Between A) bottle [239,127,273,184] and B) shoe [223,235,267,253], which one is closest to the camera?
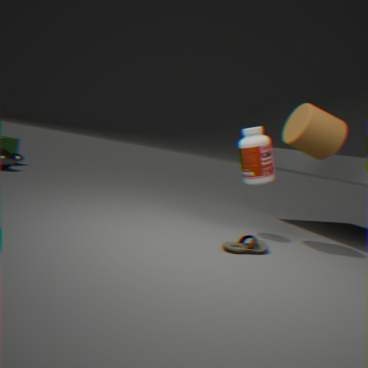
B. shoe [223,235,267,253]
